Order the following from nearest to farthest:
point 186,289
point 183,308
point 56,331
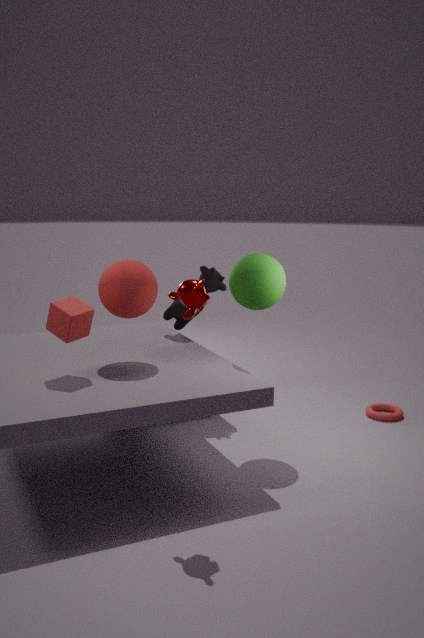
point 186,289, point 56,331, point 183,308
